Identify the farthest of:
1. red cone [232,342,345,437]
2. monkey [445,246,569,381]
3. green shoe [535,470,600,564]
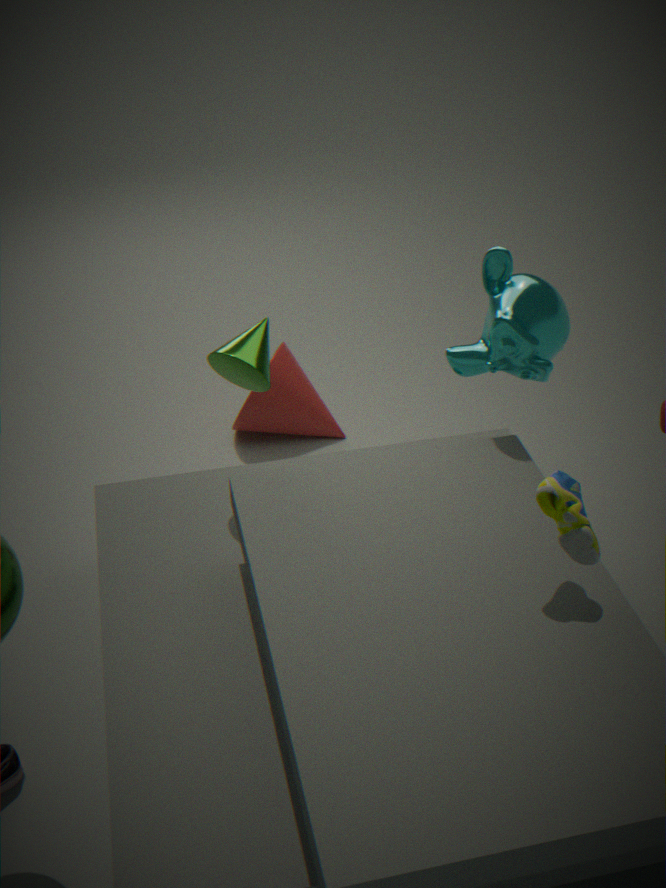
red cone [232,342,345,437]
